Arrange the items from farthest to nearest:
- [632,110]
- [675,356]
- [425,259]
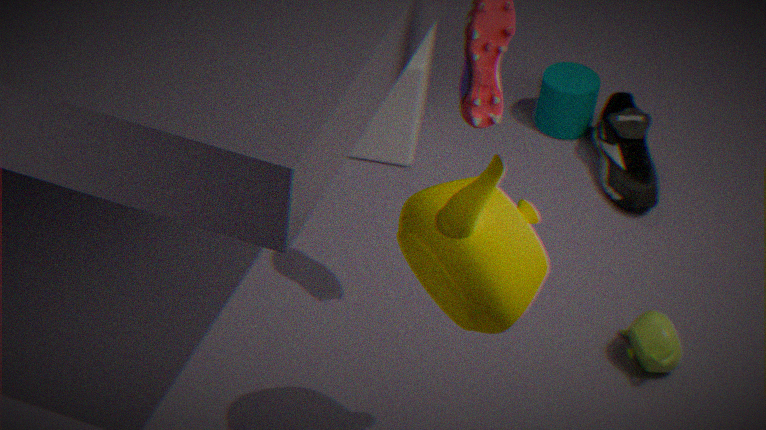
[632,110], [675,356], [425,259]
